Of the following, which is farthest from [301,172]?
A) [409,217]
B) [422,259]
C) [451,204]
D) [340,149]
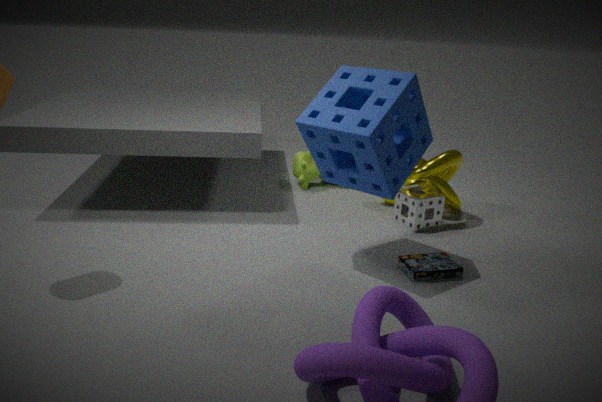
[422,259]
